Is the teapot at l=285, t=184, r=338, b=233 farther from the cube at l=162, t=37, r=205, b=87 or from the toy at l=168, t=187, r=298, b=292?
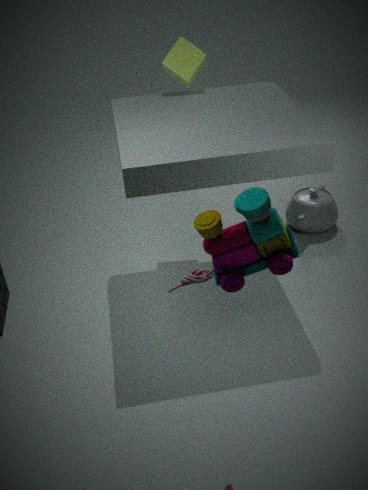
the toy at l=168, t=187, r=298, b=292
